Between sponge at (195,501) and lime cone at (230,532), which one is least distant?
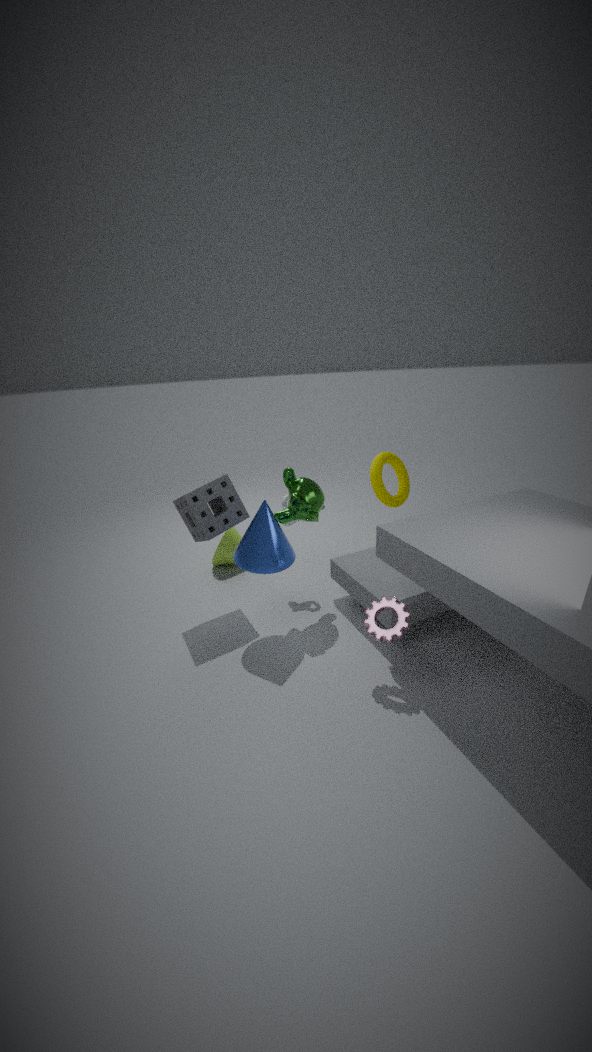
sponge at (195,501)
